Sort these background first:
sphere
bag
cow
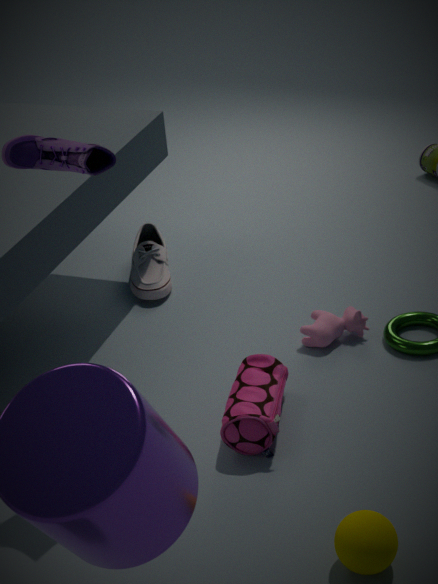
cow < bag < sphere
